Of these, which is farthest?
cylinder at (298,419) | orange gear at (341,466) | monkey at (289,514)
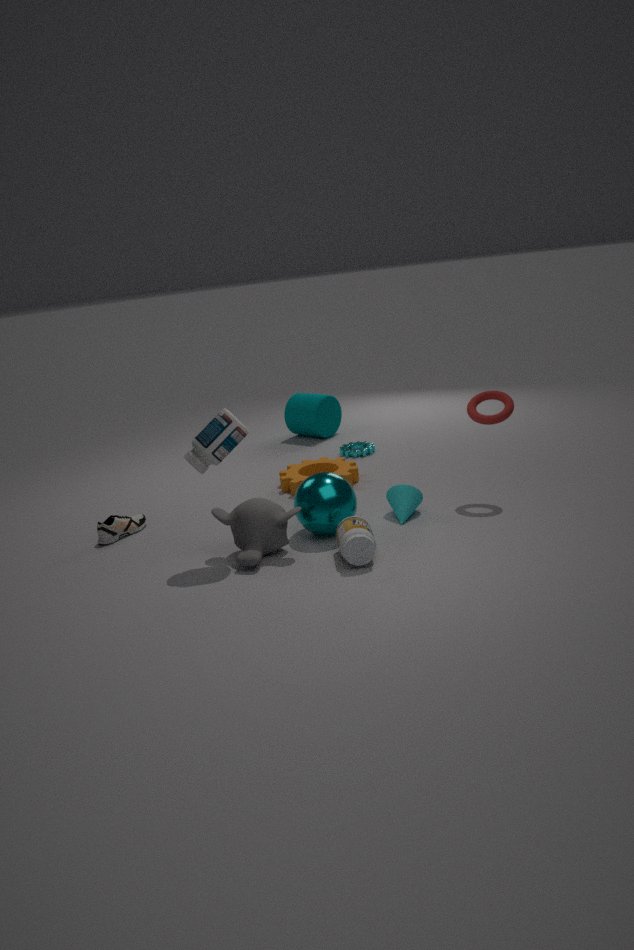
cylinder at (298,419)
